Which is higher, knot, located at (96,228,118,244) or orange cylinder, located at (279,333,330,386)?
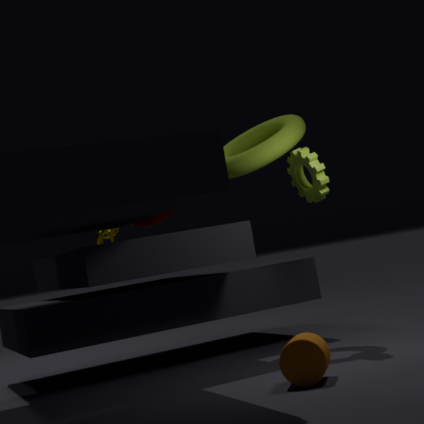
knot, located at (96,228,118,244)
